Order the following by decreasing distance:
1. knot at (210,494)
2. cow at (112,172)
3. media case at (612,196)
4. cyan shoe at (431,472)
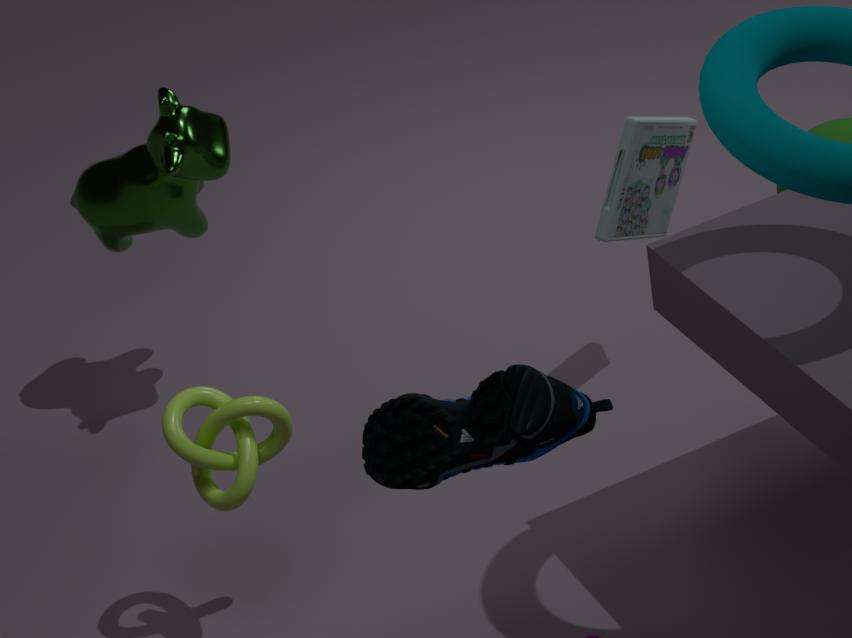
cow at (112,172), media case at (612,196), knot at (210,494), cyan shoe at (431,472)
